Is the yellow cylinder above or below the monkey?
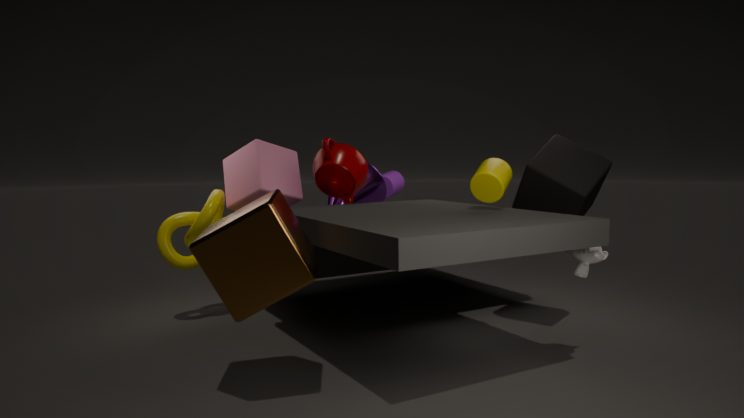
above
